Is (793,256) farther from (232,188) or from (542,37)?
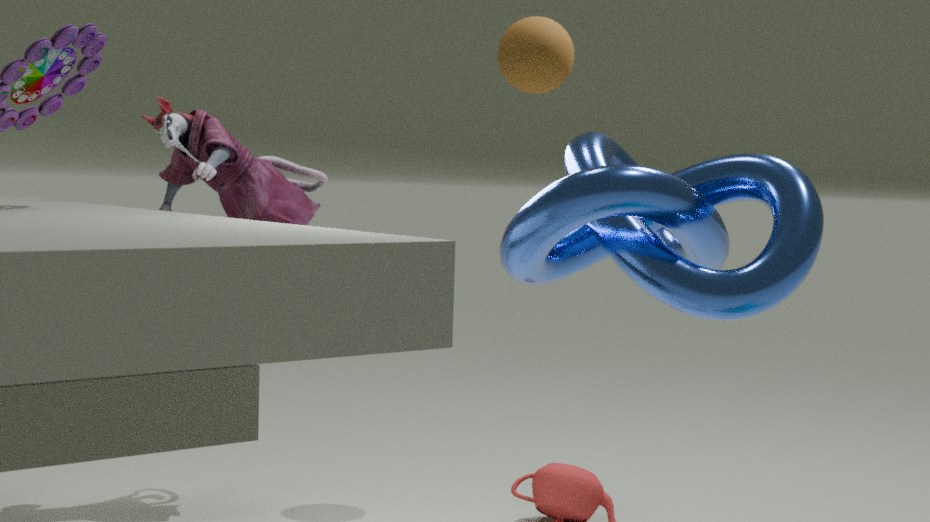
(232,188)
